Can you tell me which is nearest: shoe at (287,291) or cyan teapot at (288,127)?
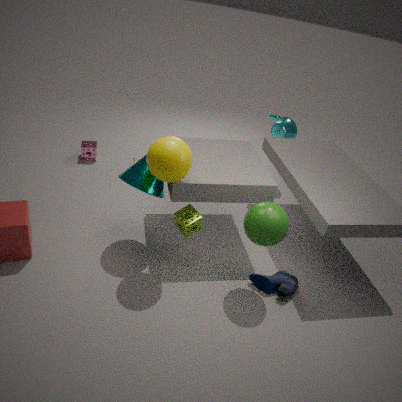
shoe at (287,291)
